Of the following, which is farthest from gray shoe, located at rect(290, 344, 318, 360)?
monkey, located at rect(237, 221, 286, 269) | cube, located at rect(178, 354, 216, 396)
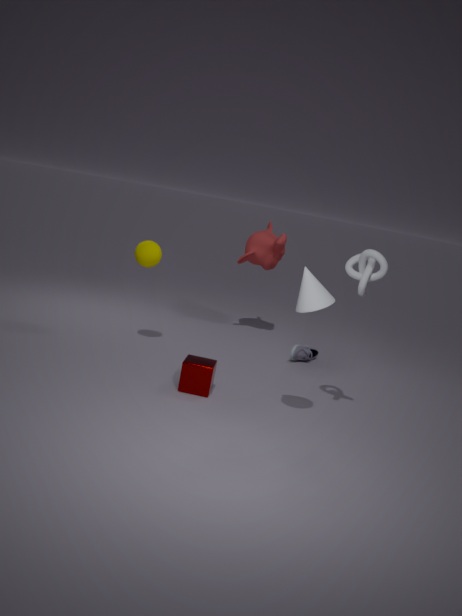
cube, located at rect(178, 354, 216, 396)
